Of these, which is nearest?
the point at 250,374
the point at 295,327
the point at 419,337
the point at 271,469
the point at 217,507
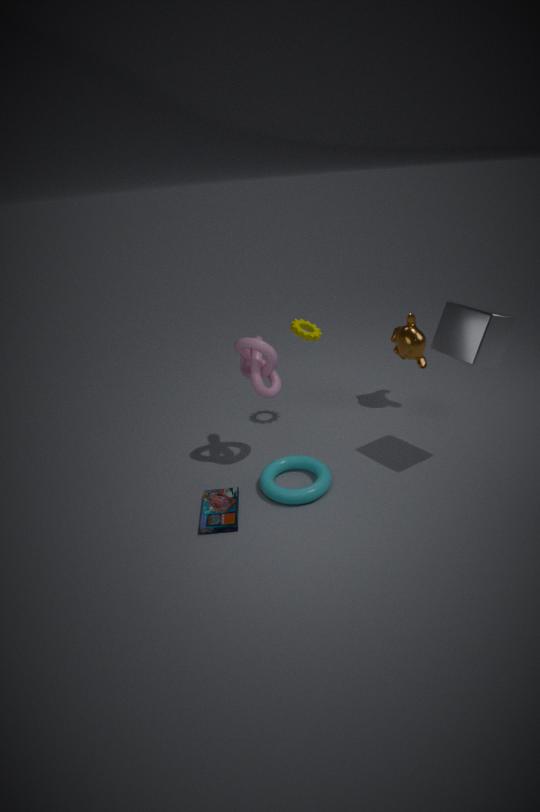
the point at 217,507
